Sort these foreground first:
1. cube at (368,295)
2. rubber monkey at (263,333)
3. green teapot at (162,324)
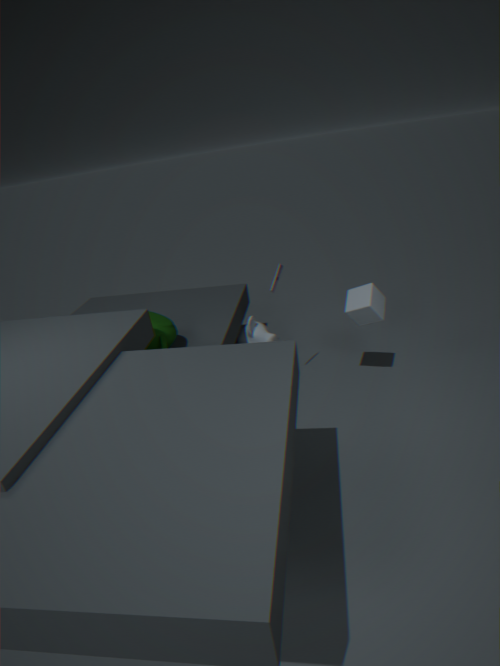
green teapot at (162,324) → cube at (368,295) → rubber monkey at (263,333)
